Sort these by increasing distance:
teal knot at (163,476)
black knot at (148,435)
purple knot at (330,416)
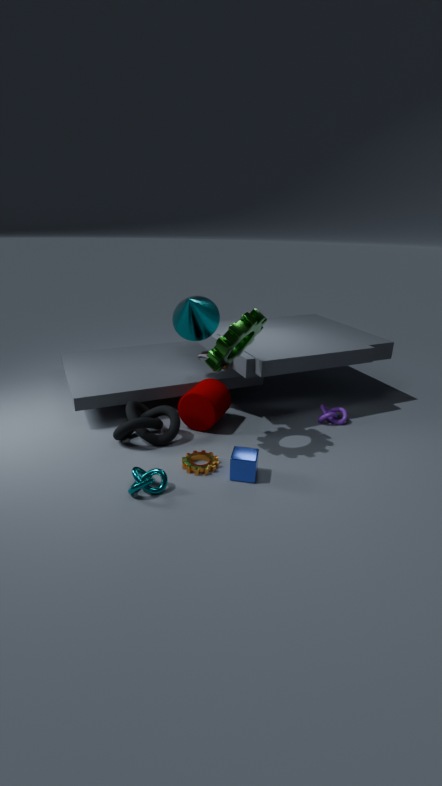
teal knot at (163,476), black knot at (148,435), purple knot at (330,416)
